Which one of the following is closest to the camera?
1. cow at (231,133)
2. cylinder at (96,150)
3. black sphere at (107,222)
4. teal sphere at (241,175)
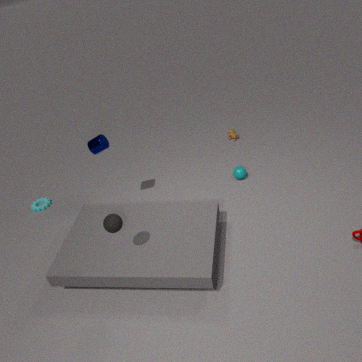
black sphere at (107,222)
